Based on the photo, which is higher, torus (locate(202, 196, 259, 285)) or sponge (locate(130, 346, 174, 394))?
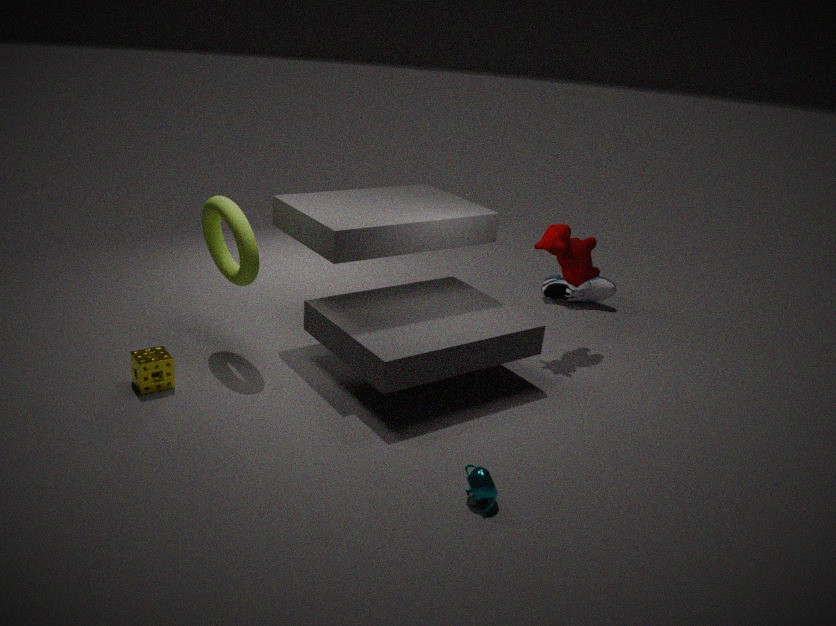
torus (locate(202, 196, 259, 285))
